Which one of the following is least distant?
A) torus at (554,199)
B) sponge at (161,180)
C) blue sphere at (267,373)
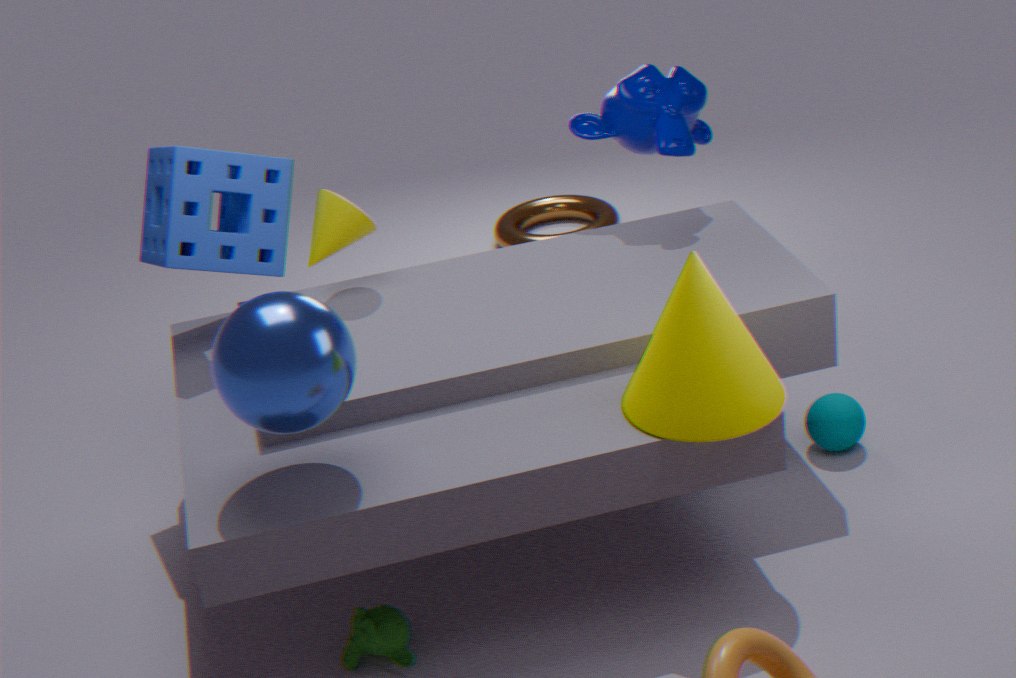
blue sphere at (267,373)
